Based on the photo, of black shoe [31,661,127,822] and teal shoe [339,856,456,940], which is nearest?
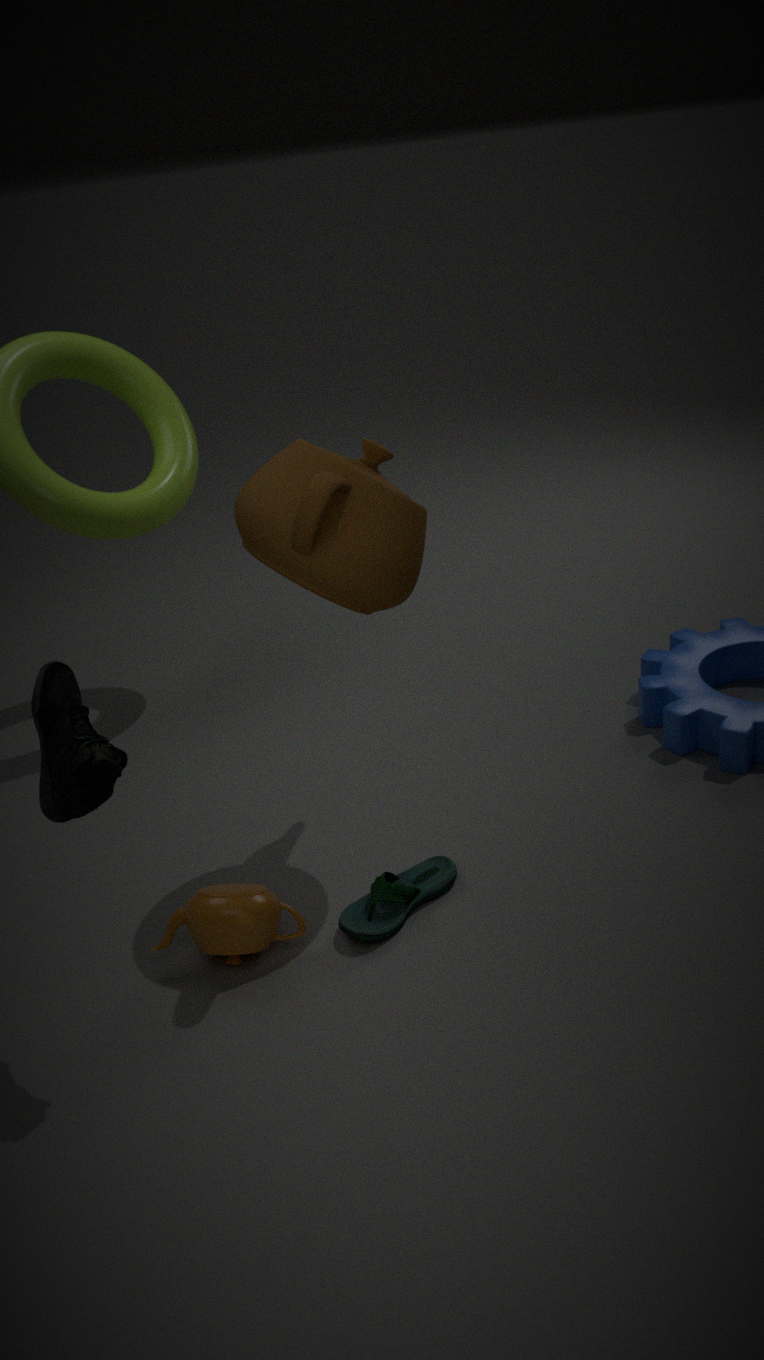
black shoe [31,661,127,822]
